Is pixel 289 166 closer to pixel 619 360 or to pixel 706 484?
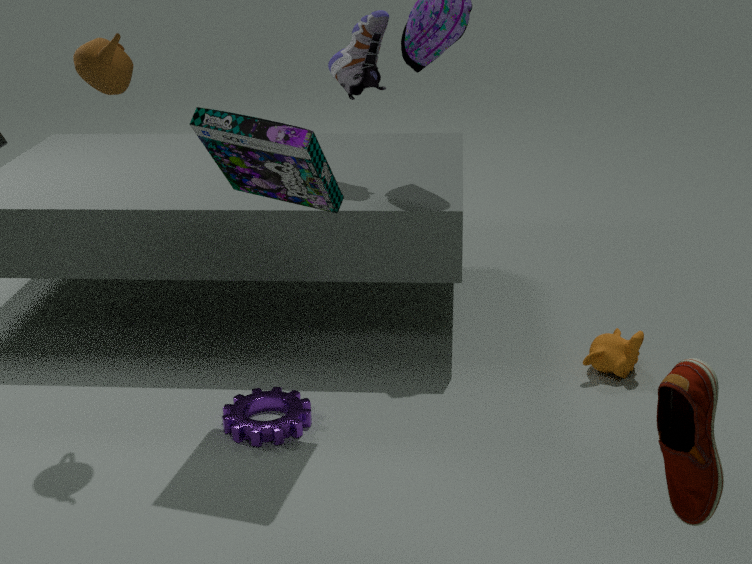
pixel 619 360
